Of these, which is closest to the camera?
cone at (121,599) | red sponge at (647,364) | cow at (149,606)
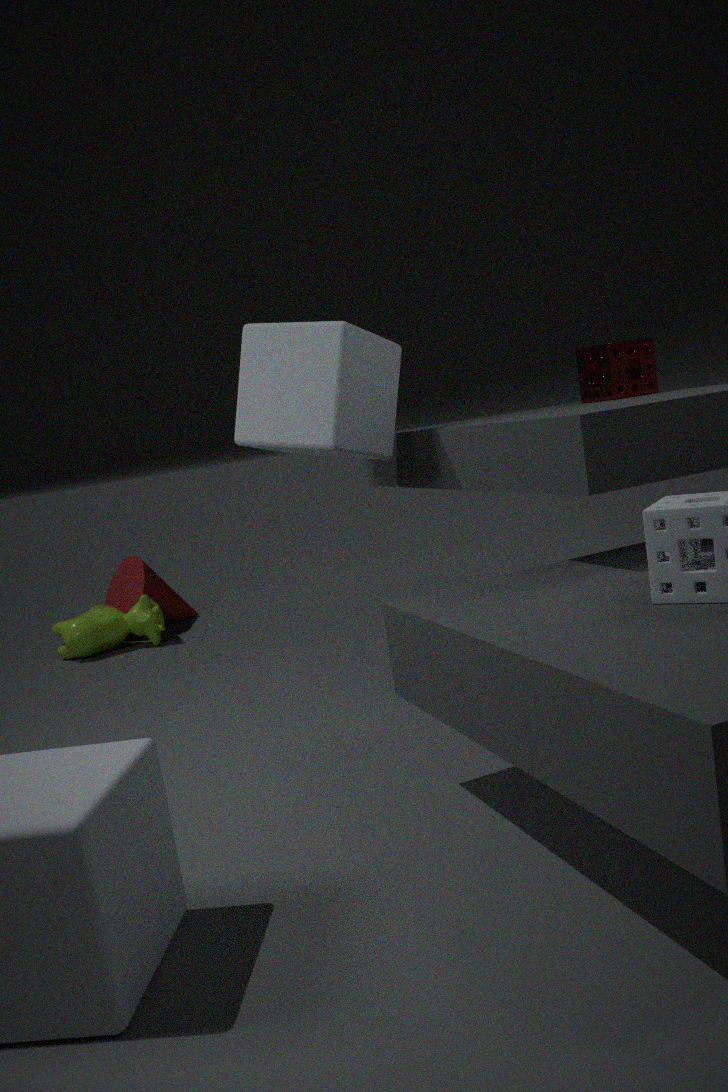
red sponge at (647,364)
